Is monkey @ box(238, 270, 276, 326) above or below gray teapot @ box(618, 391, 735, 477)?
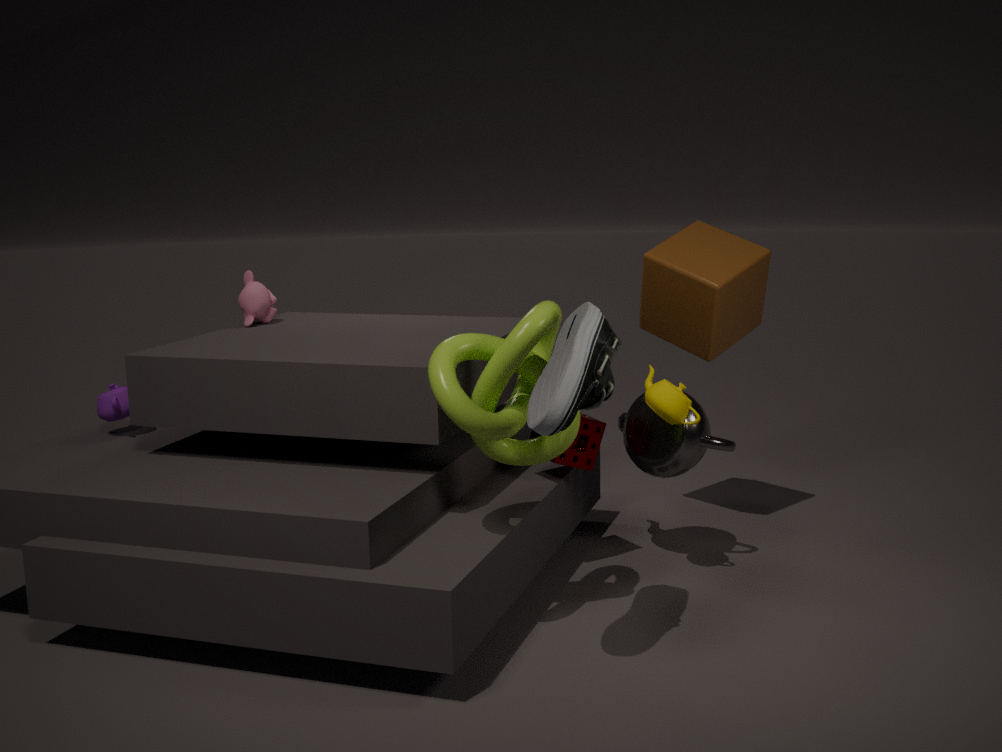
above
